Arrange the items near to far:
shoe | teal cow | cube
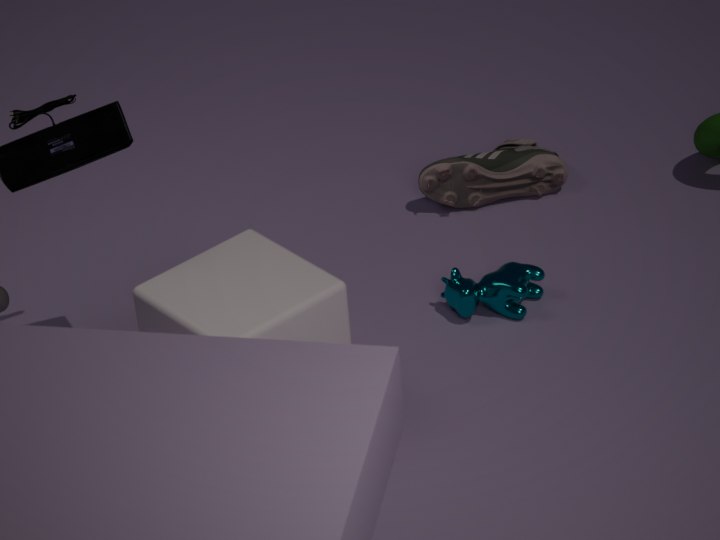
cube → teal cow → shoe
